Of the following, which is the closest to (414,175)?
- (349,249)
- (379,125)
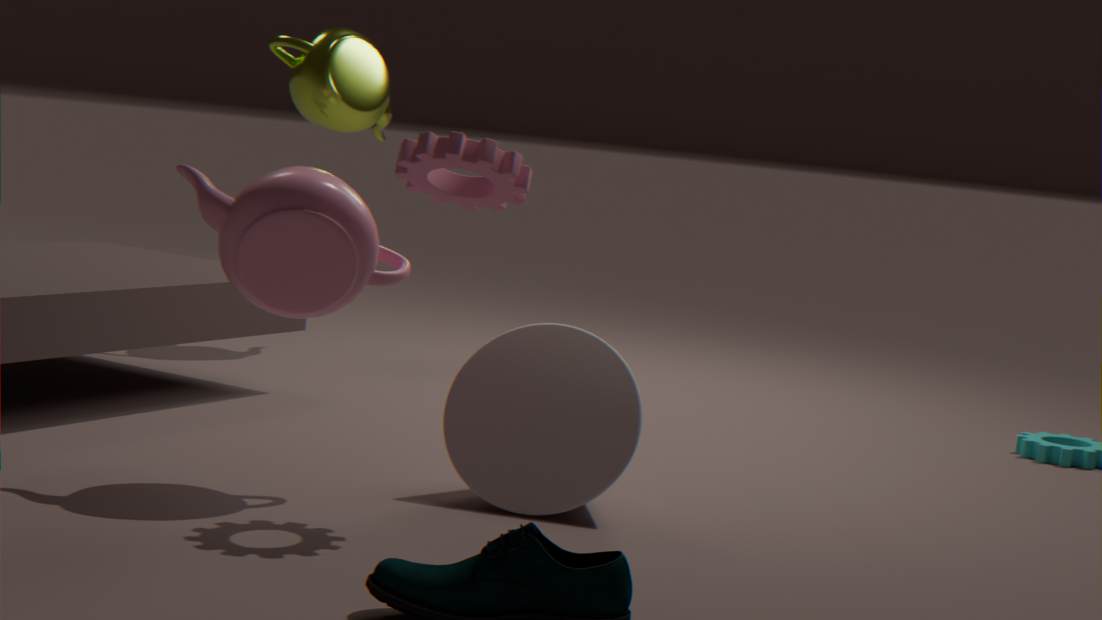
(349,249)
